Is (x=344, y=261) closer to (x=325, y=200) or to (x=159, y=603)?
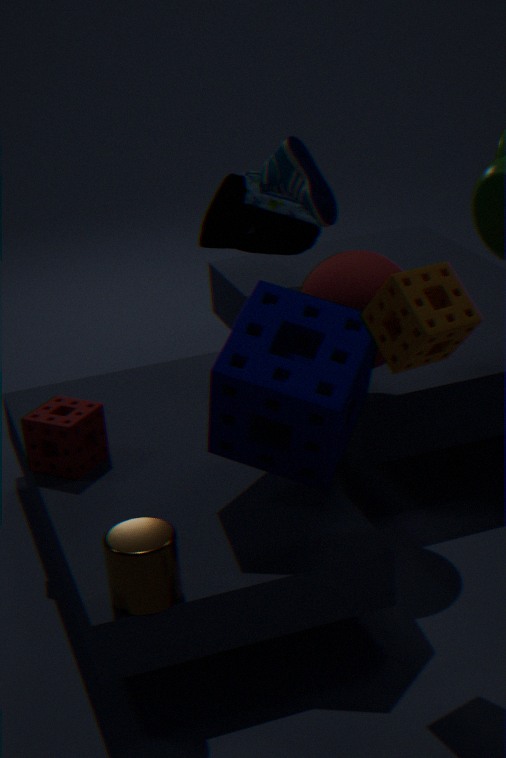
(x=325, y=200)
